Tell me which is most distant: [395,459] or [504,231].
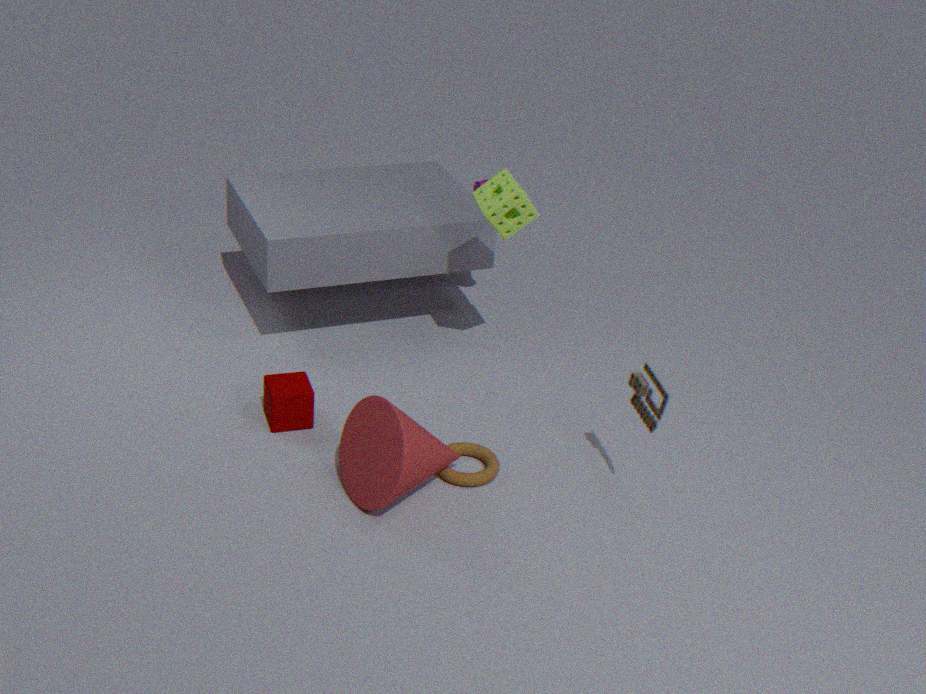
[504,231]
